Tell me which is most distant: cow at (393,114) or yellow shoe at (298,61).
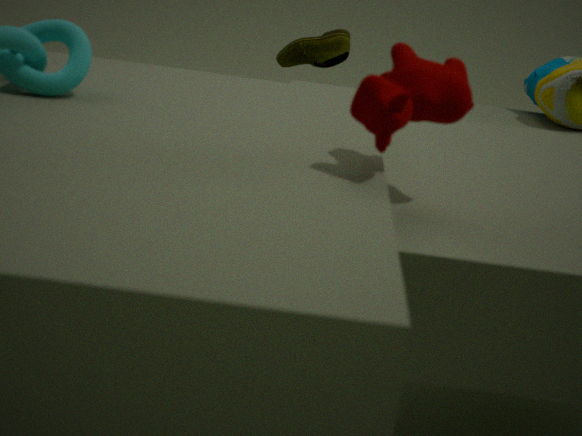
yellow shoe at (298,61)
